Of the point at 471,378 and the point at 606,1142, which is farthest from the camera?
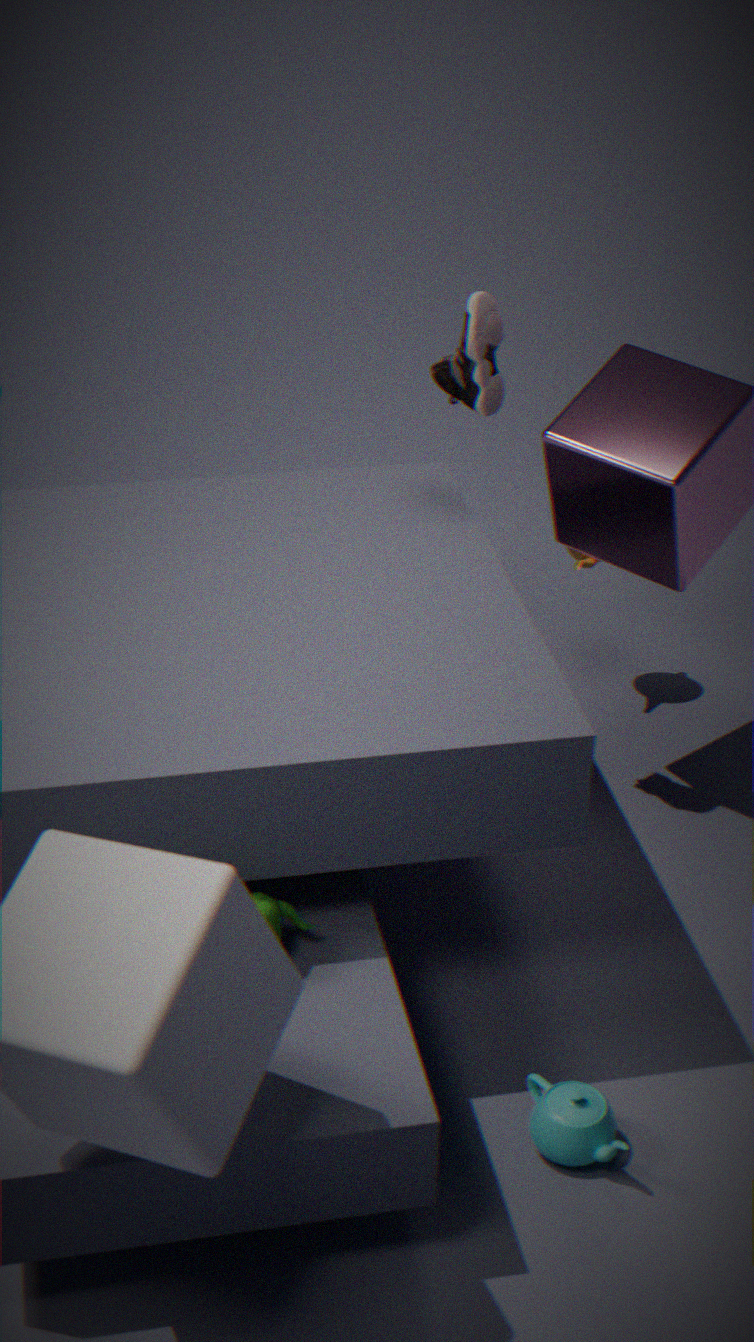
the point at 471,378
